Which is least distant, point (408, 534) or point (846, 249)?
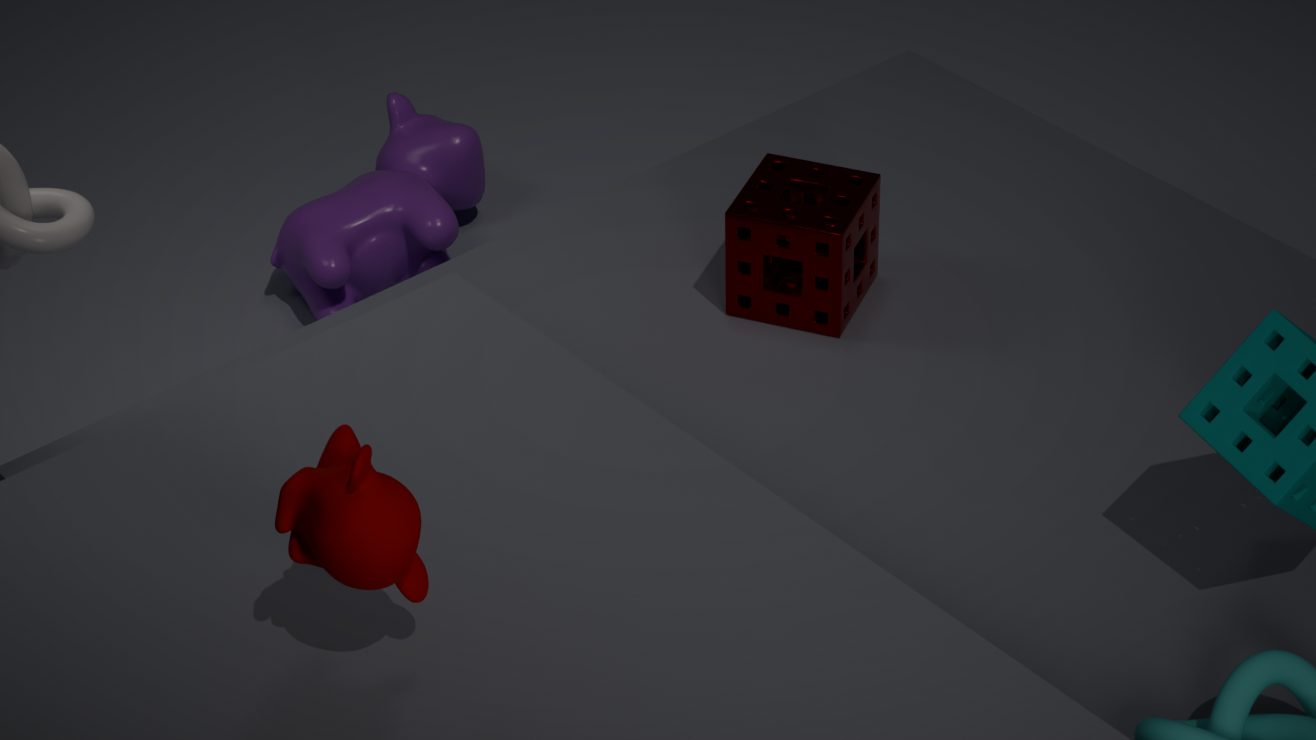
point (408, 534)
